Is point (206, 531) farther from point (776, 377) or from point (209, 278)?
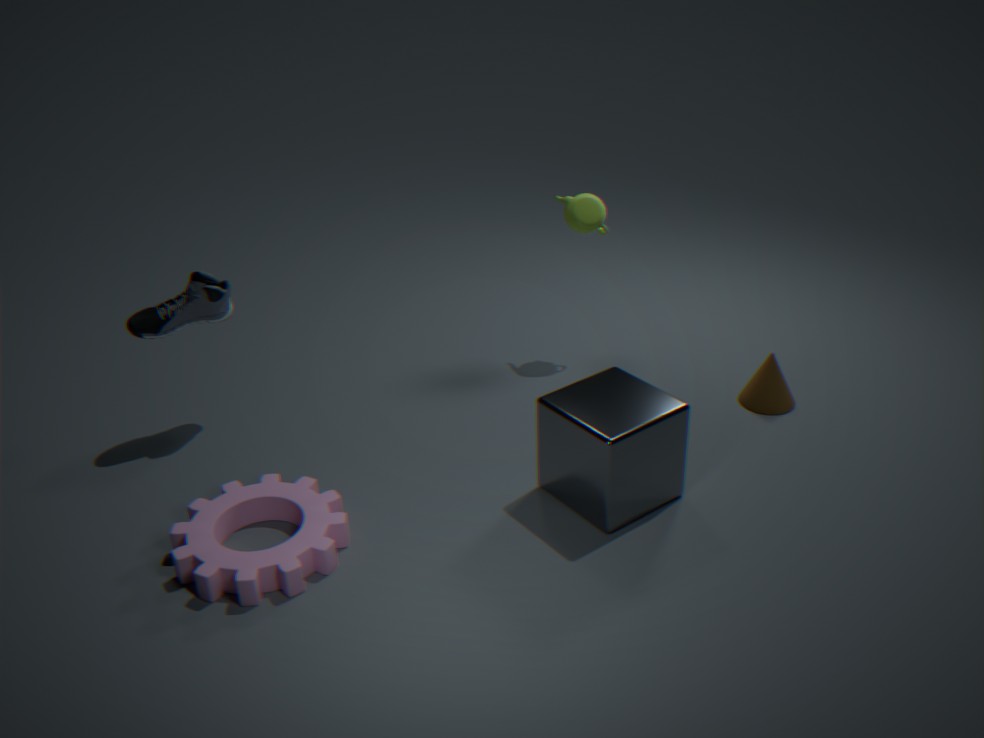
point (776, 377)
